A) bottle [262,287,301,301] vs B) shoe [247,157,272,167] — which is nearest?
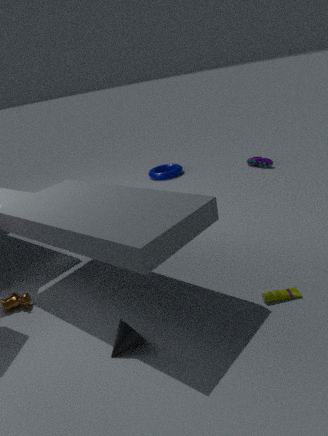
A. bottle [262,287,301,301]
